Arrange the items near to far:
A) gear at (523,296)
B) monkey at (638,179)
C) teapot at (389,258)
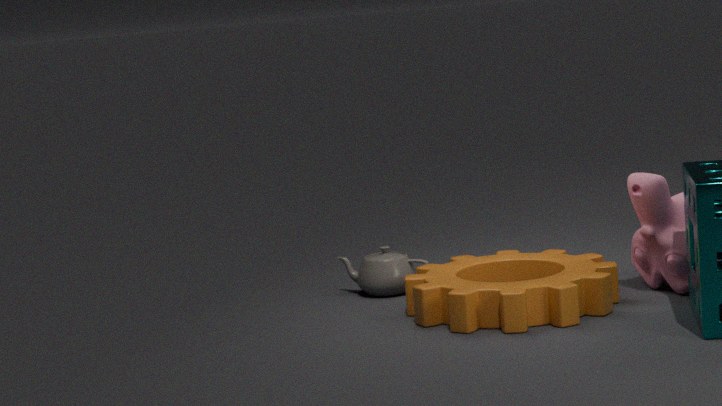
gear at (523,296)
monkey at (638,179)
teapot at (389,258)
